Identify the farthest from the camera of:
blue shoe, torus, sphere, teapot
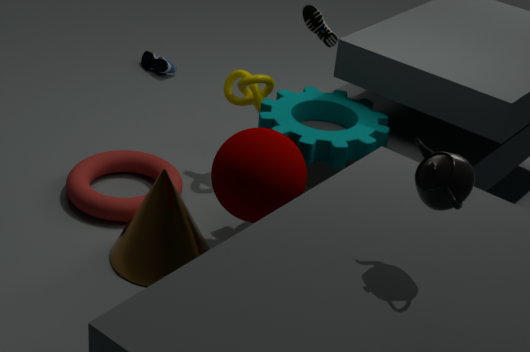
blue shoe
